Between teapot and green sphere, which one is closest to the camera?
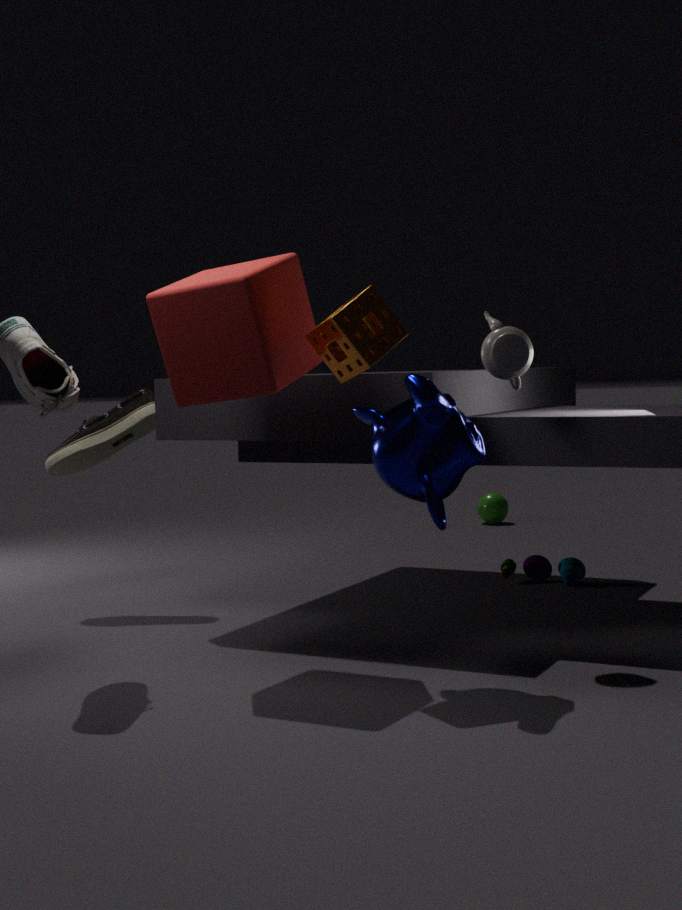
teapot
